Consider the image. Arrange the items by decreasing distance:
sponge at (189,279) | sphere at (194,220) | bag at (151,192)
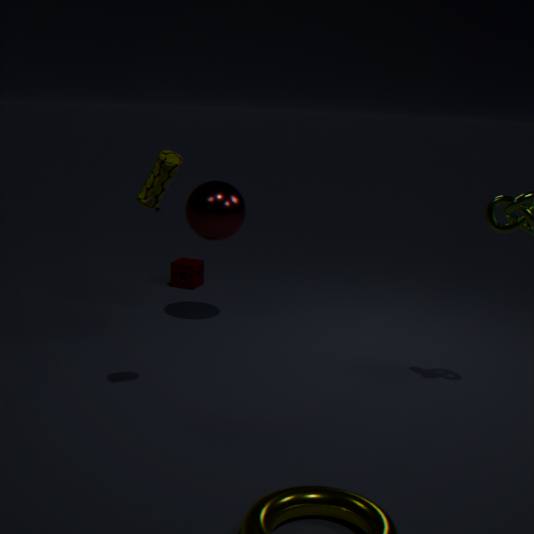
1. sponge at (189,279)
2. sphere at (194,220)
3. bag at (151,192)
